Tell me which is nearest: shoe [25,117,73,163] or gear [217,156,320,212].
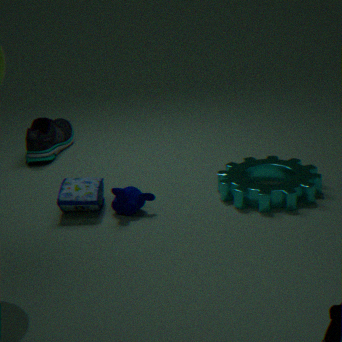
gear [217,156,320,212]
